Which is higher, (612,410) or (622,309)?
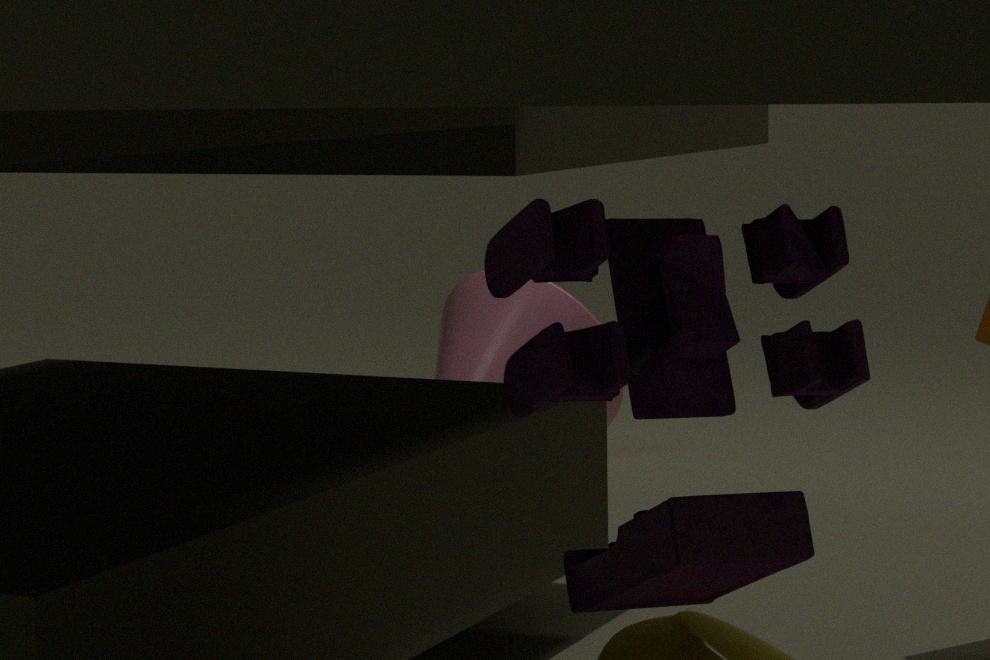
(622,309)
